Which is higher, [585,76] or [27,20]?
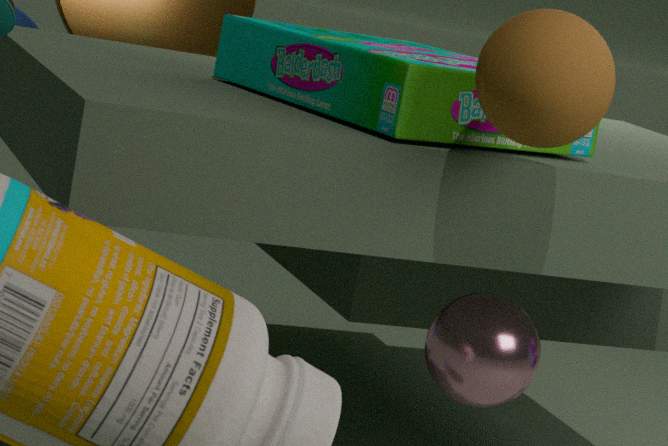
[585,76]
